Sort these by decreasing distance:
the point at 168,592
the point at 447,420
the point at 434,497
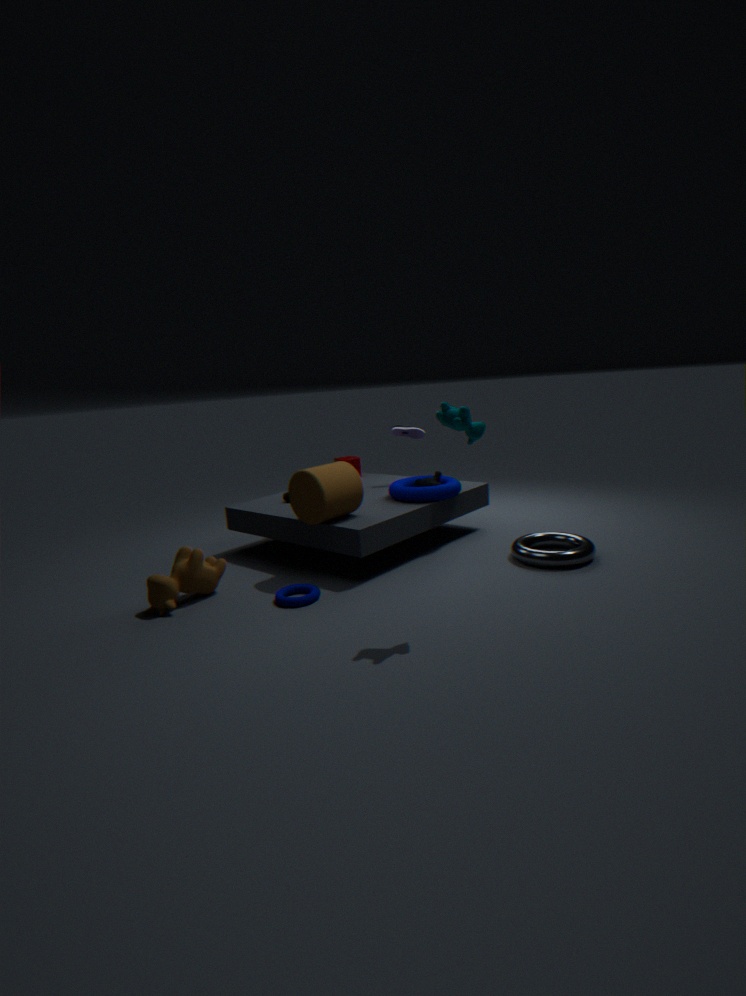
the point at 434,497
the point at 168,592
the point at 447,420
